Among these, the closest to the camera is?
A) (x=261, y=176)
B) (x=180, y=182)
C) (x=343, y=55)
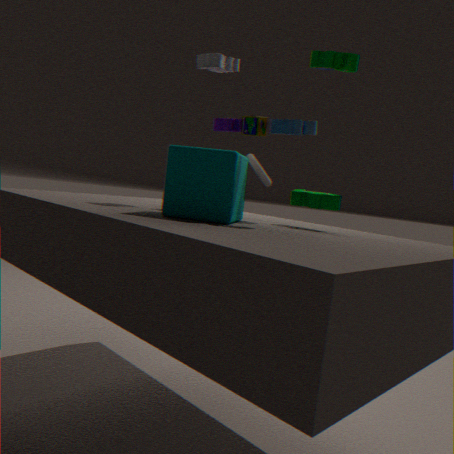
(x=180, y=182)
